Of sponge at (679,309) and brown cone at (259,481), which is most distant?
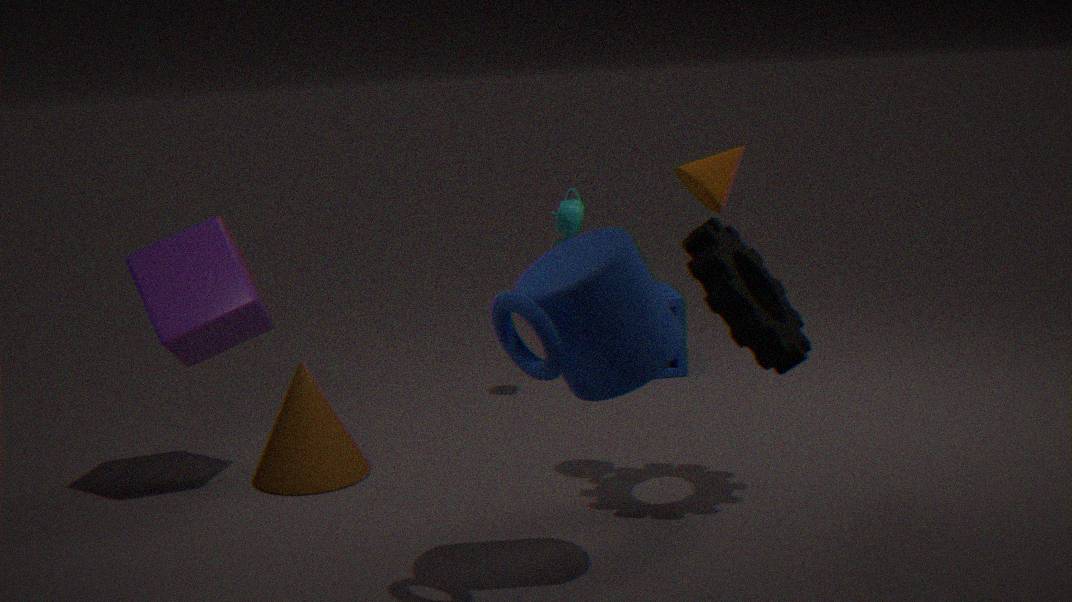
sponge at (679,309)
